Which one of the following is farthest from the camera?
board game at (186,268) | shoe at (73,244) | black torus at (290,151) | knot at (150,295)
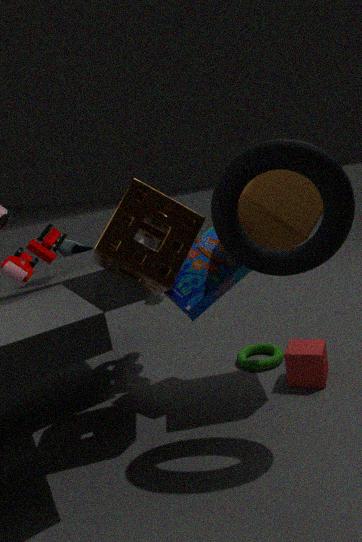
shoe at (73,244)
